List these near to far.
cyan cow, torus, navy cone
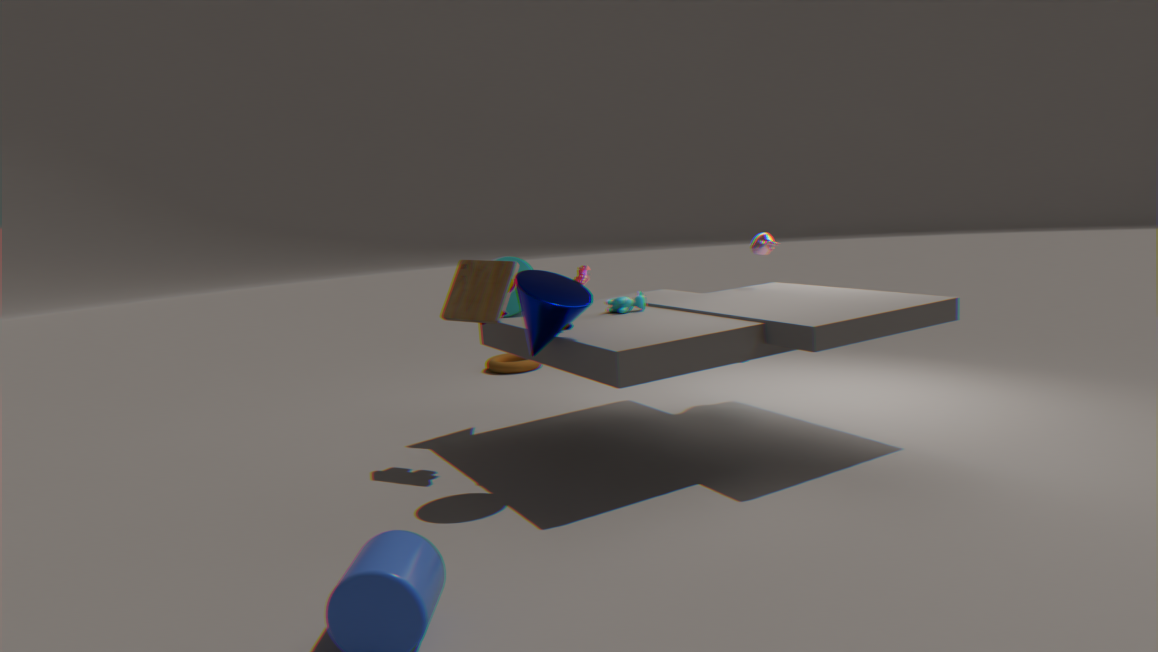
navy cone
cyan cow
torus
